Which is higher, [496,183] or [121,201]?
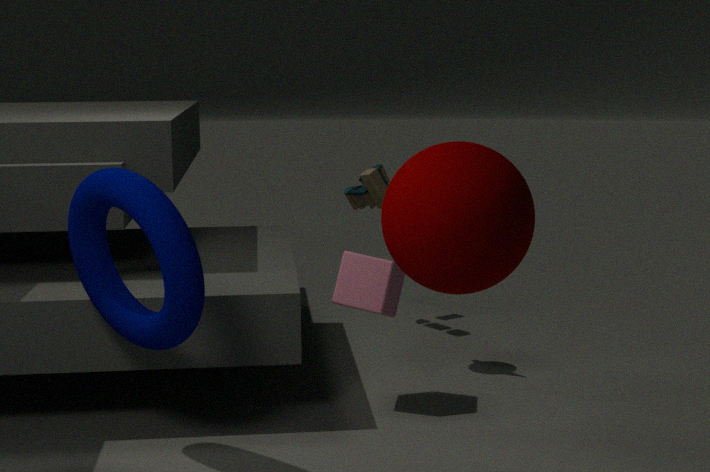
[496,183]
